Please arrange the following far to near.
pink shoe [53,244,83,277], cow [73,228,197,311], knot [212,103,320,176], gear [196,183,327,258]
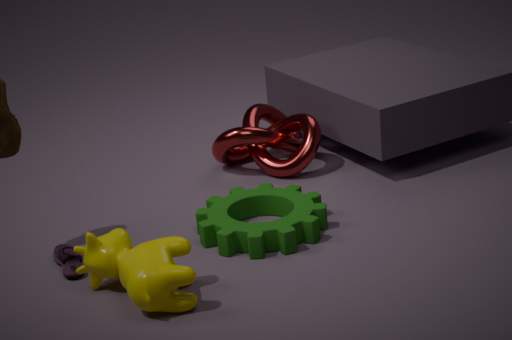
knot [212,103,320,176] < gear [196,183,327,258] < pink shoe [53,244,83,277] < cow [73,228,197,311]
